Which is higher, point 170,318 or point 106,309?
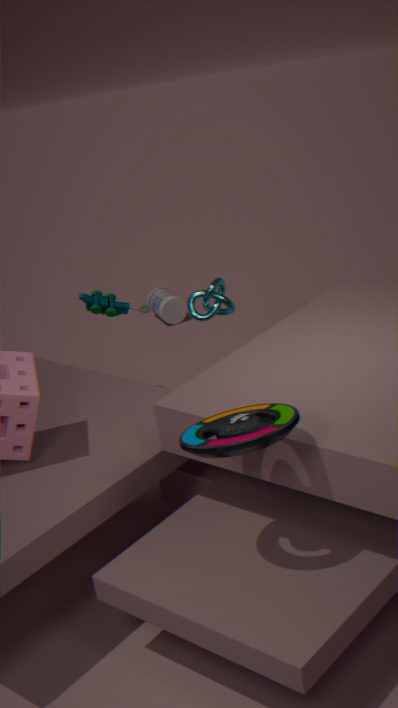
point 106,309
